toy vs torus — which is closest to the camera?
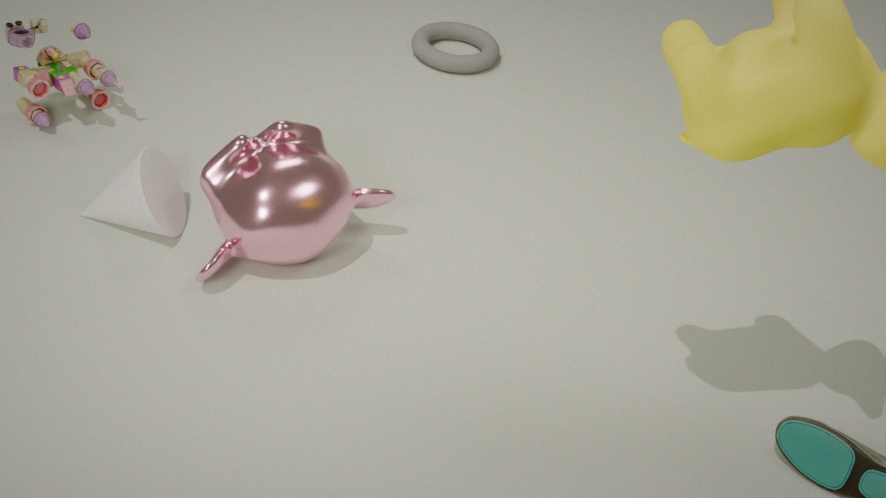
toy
